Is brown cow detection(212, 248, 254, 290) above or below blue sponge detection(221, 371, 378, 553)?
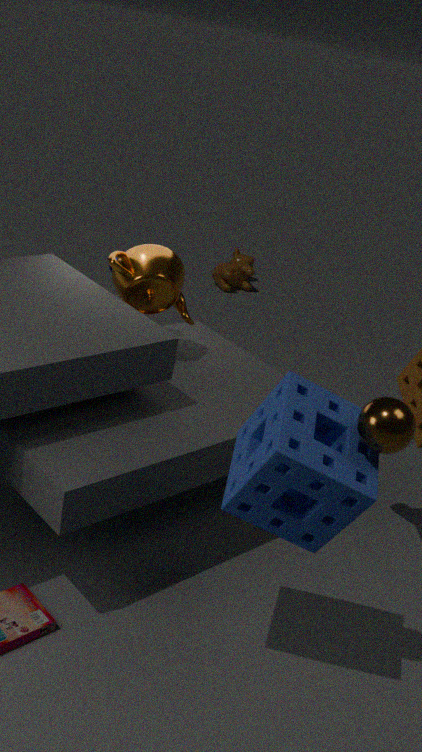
below
